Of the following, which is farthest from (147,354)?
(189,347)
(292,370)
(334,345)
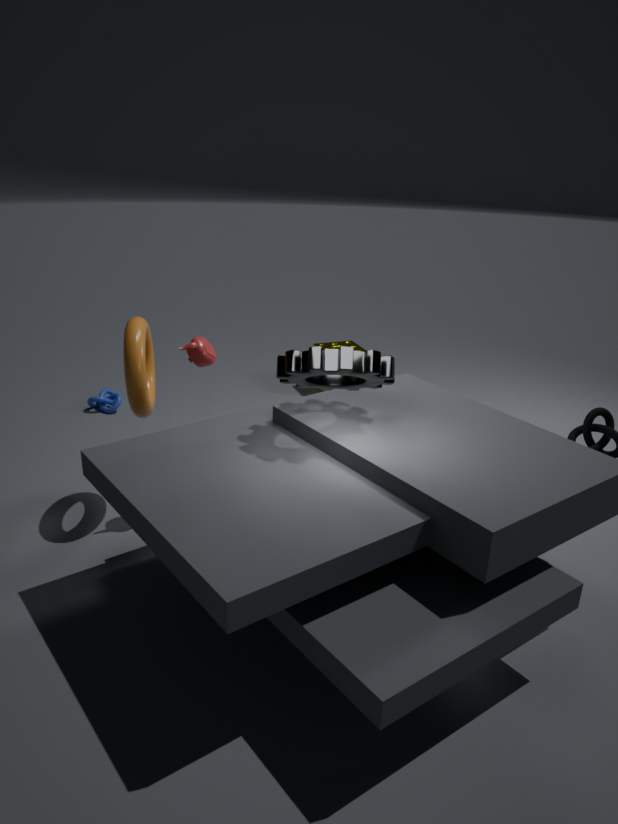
(334,345)
